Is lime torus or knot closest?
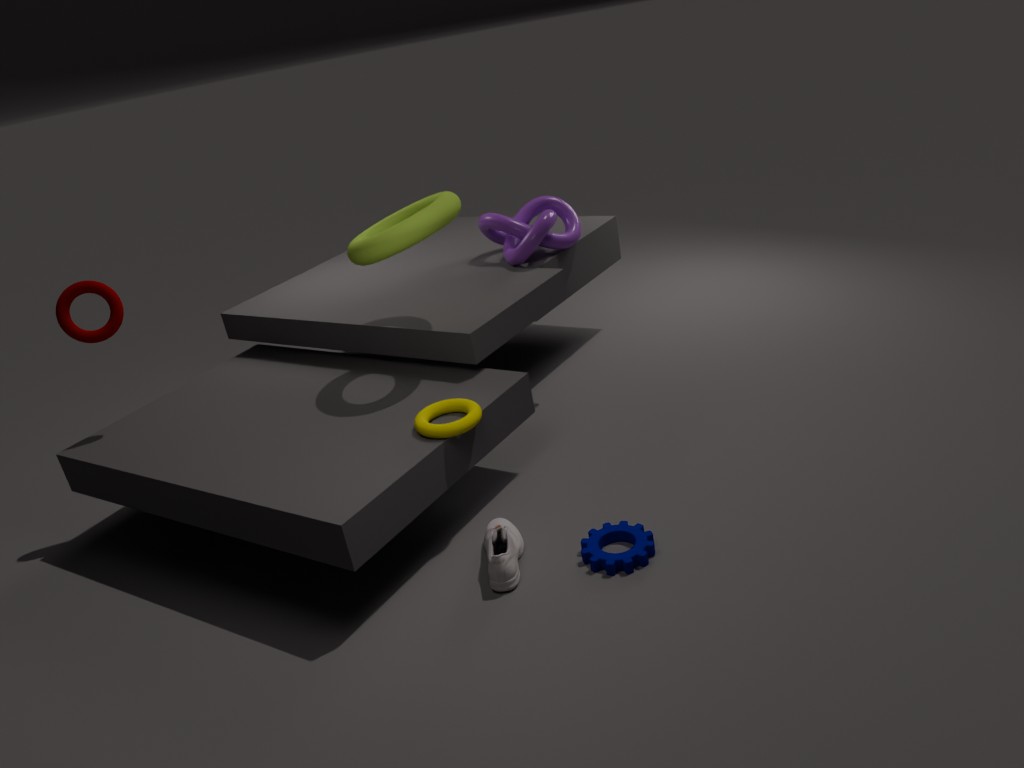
lime torus
